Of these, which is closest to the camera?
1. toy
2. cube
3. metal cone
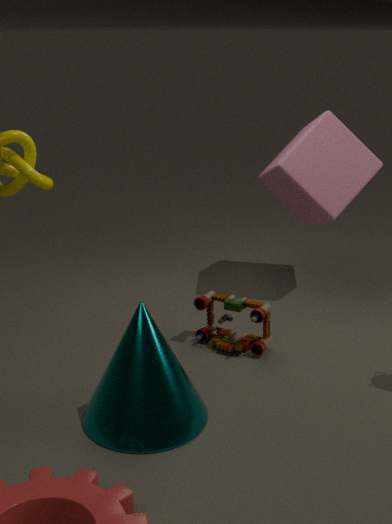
metal cone
